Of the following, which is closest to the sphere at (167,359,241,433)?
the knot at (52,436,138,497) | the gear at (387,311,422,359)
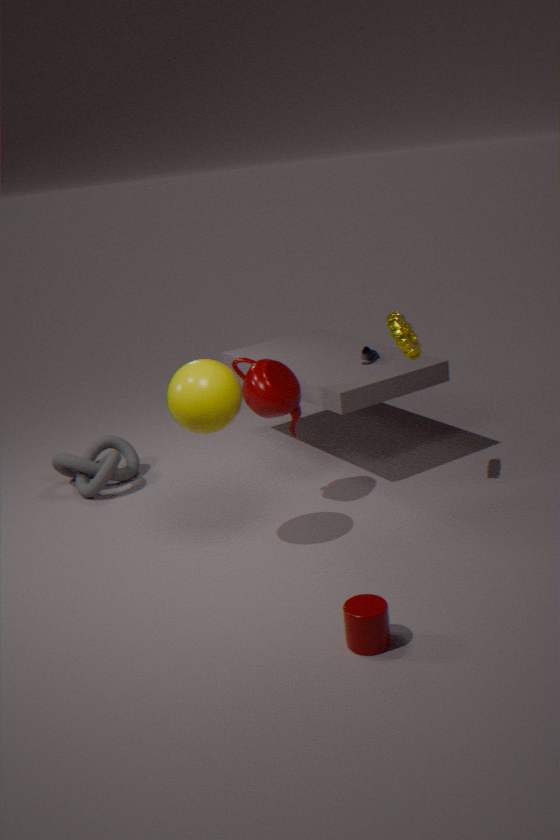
the gear at (387,311,422,359)
